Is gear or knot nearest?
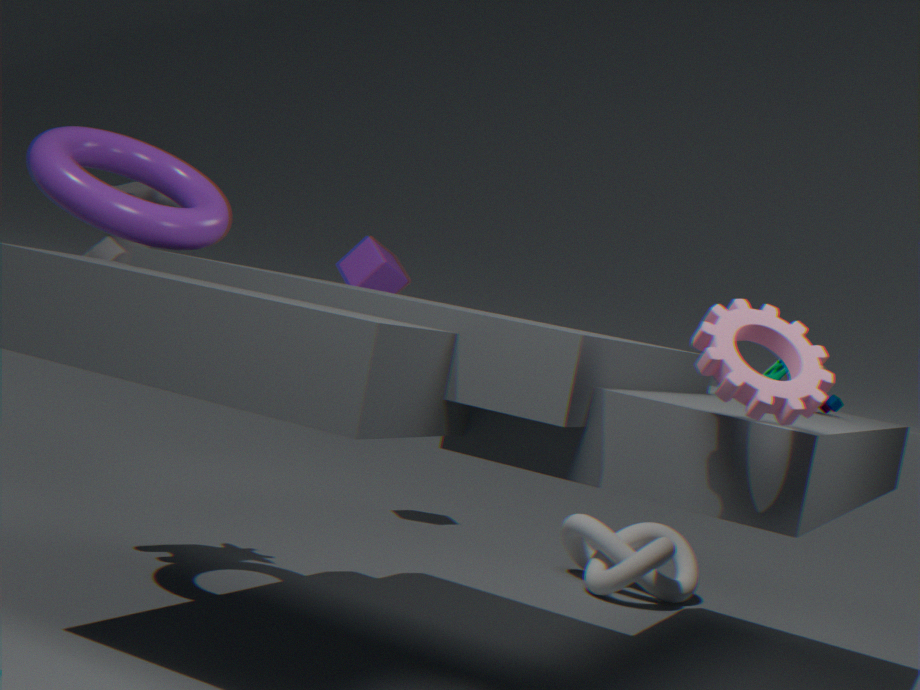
gear
